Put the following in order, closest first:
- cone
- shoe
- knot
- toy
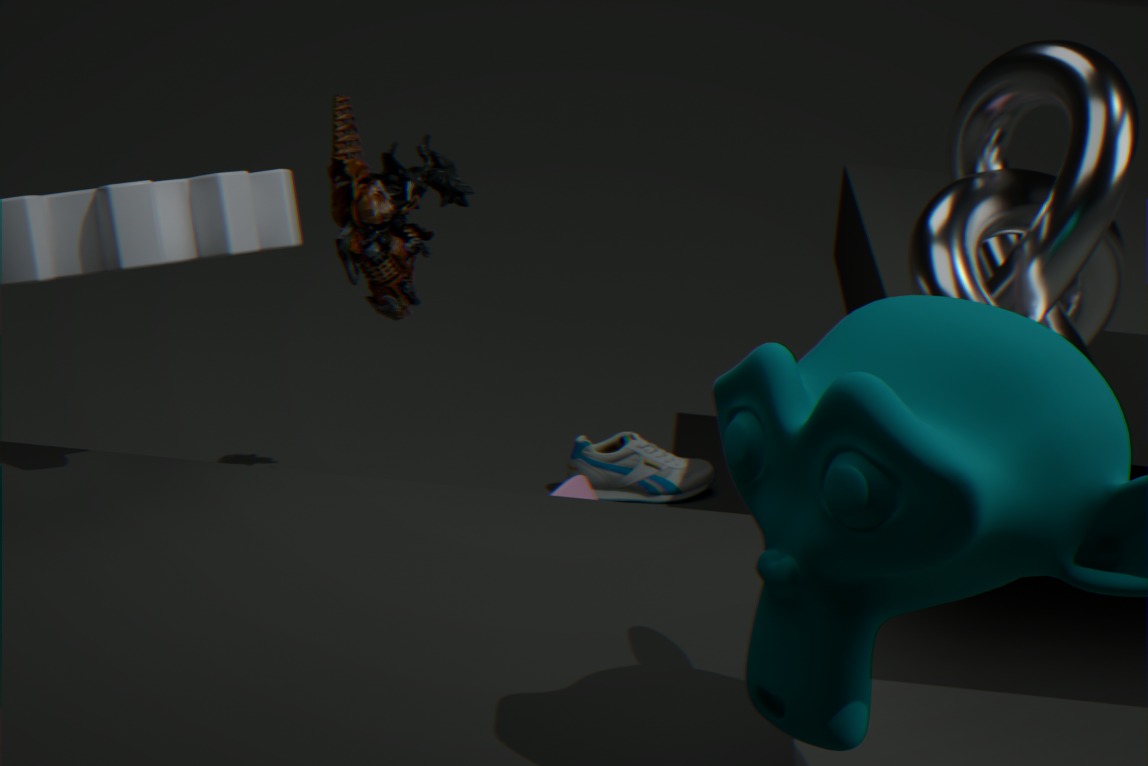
knot
cone
toy
shoe
